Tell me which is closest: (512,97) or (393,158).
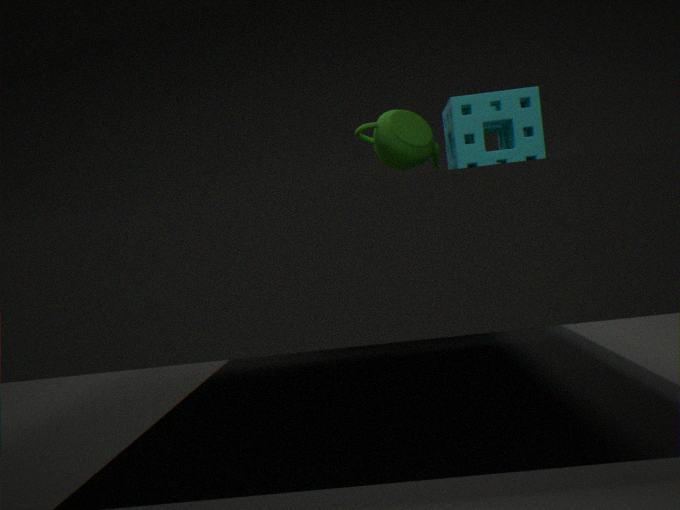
(512,97)
